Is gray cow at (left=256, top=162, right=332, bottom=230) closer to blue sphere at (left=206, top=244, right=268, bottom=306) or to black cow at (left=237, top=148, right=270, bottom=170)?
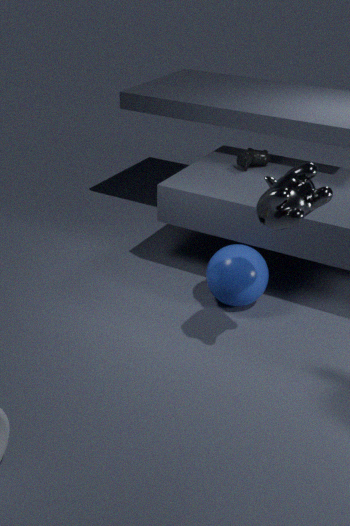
blue sphere at (left=206, top=244, right=268, bottom=306)
